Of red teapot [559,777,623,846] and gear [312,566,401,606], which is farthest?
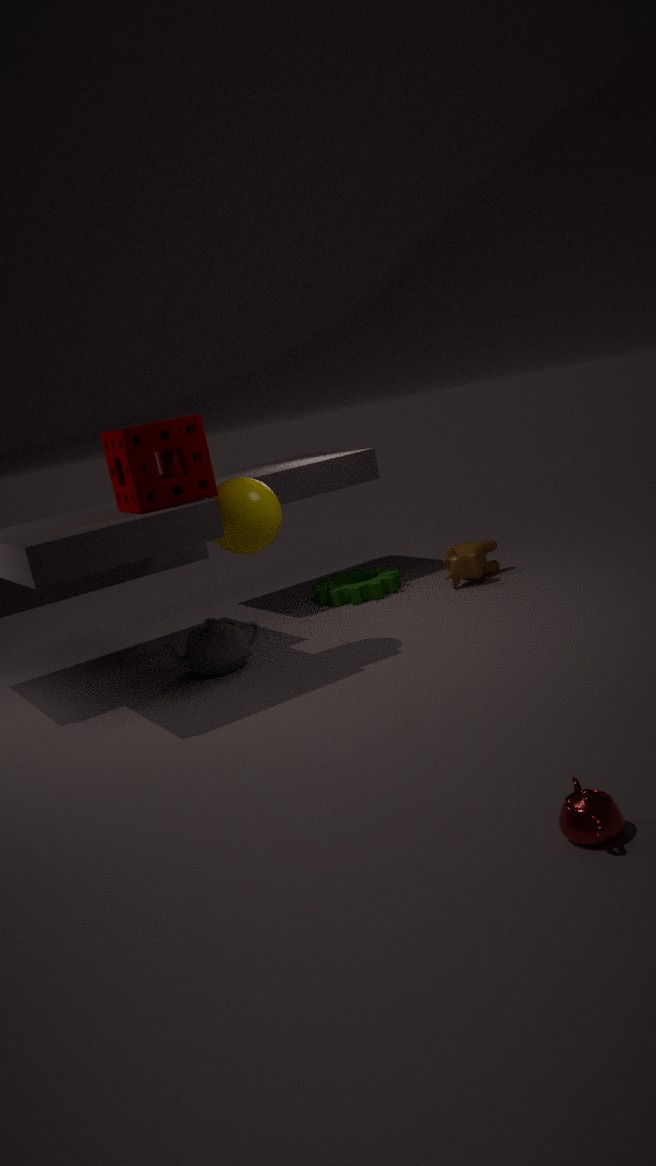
gear [312,566,401,606]
